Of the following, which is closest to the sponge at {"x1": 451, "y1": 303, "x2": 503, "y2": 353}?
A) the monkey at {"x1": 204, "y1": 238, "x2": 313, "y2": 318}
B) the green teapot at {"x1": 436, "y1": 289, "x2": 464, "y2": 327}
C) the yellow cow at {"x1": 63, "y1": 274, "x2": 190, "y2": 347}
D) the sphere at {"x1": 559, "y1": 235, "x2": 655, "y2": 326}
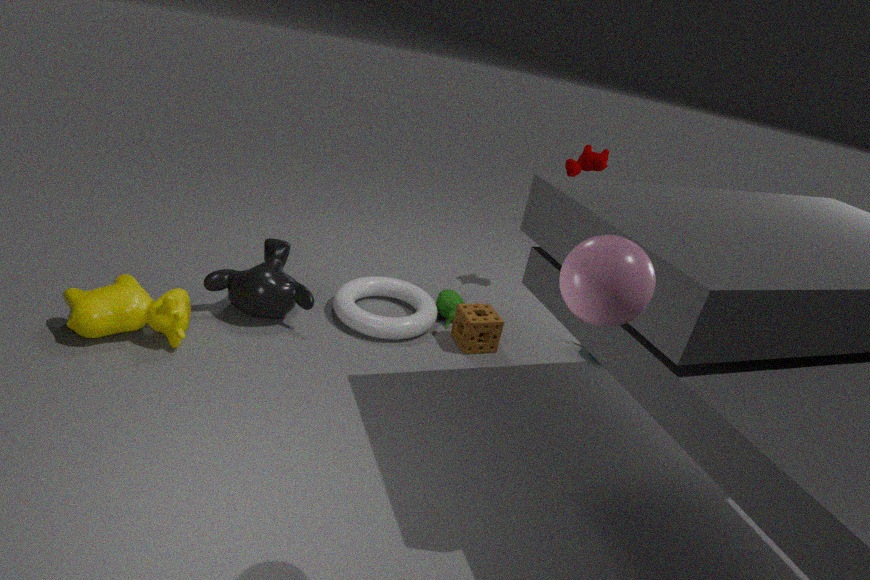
the green teapot at {"x1": 436, "y1": 289, "x2": 464, "y2": 327}
